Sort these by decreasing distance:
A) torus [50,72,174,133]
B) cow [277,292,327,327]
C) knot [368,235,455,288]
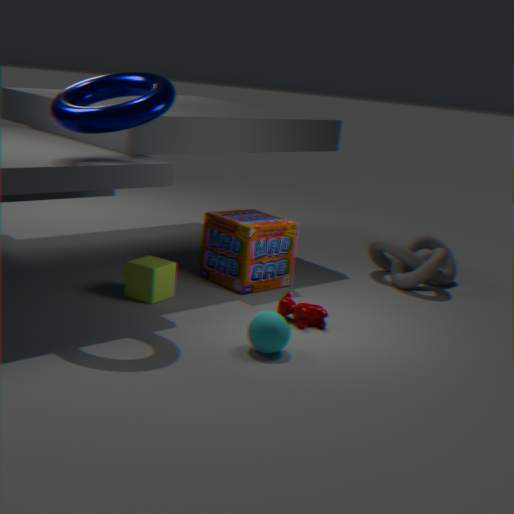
1. knot [368,235,455,288]
2. cow [277,292,327,327]
3. torus [50,72,174,133]
